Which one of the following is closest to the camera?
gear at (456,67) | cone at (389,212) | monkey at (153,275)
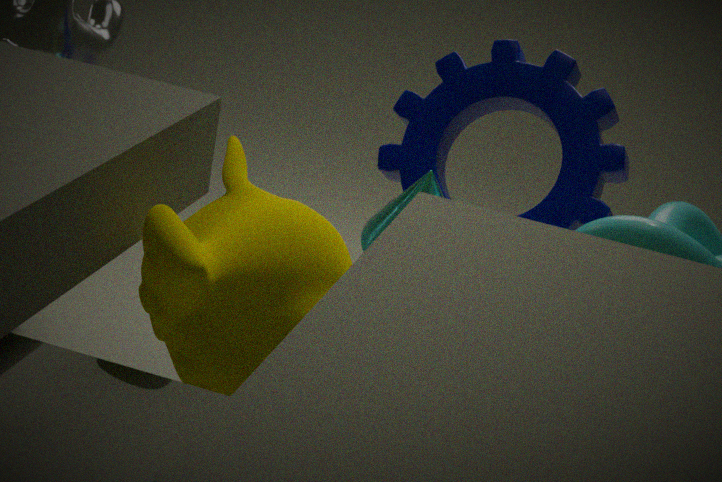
monkey at (153,275)
